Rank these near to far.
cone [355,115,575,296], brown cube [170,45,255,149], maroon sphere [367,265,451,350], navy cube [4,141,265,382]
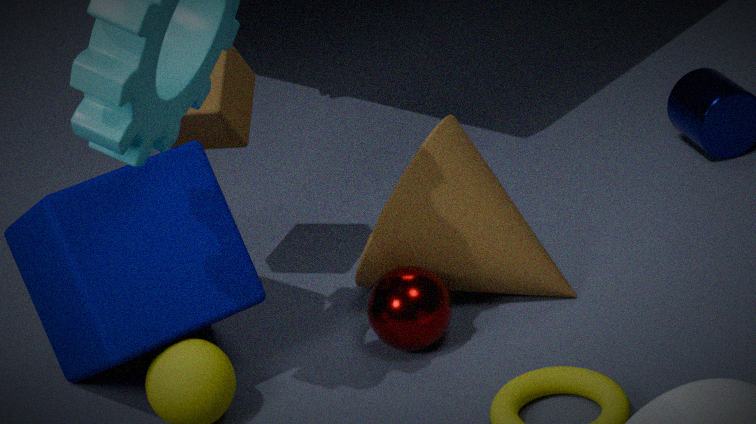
navy cube [4,141,265,382] → maroon sphere [367,265,451,350] → brown cube [170,45,255,149] → cone [355,115,575,296]
